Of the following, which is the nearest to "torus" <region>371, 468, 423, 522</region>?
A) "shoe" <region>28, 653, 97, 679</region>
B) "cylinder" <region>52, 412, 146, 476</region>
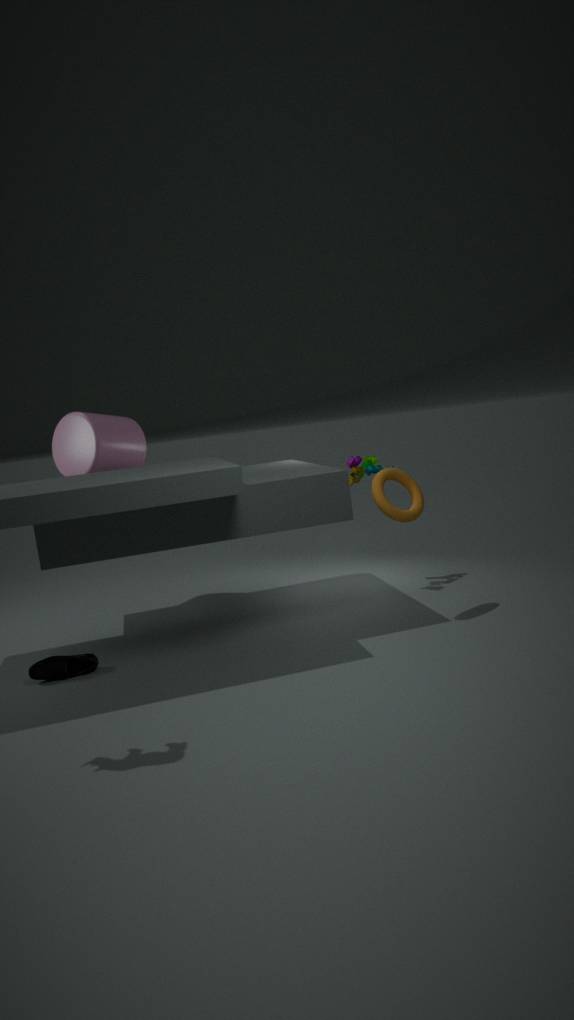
"cylinder" <region>52, 412, 146, 476</region>
